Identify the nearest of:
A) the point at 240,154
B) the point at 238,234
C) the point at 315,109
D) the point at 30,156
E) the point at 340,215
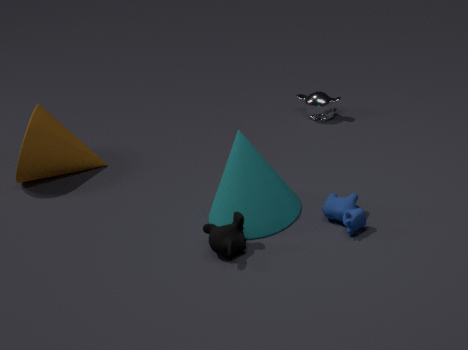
the point at 238,234
